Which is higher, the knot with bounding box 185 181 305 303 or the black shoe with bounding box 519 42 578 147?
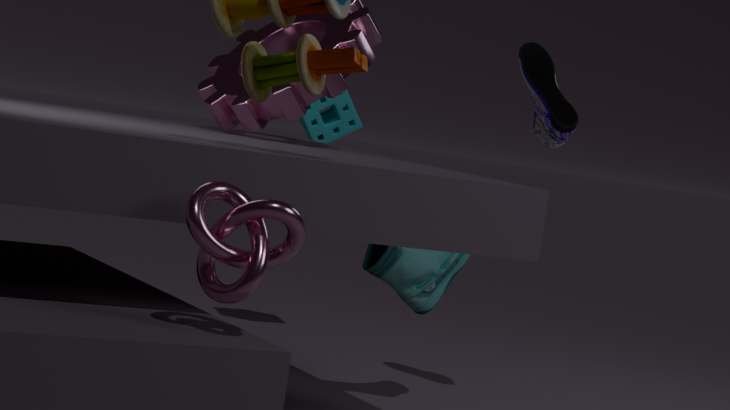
the black shoe with bounding box 519 42 578 147
